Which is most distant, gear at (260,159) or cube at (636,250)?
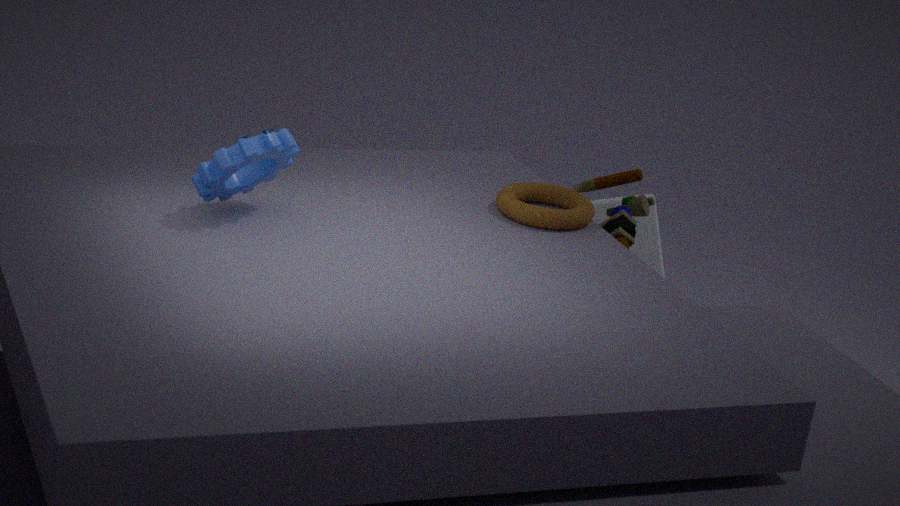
cube at (636,250)
